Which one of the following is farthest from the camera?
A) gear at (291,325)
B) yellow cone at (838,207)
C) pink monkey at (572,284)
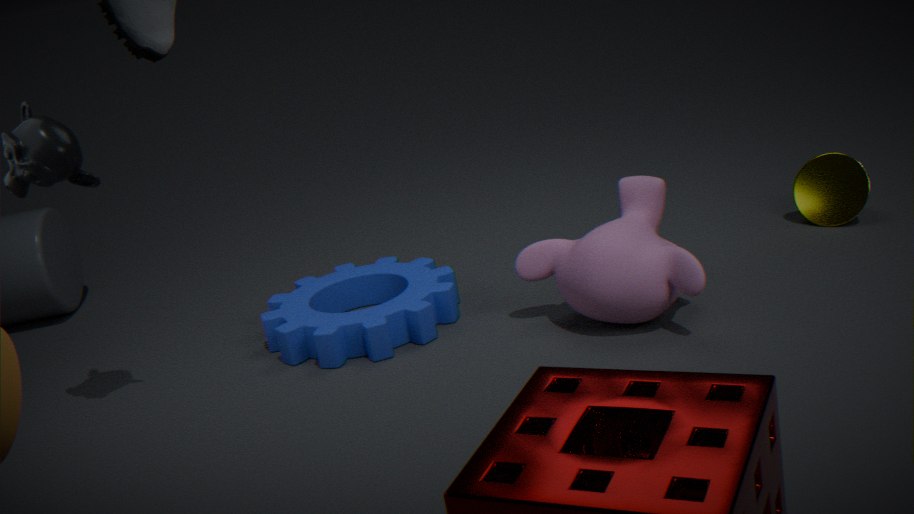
yellow cone at (838,207)
